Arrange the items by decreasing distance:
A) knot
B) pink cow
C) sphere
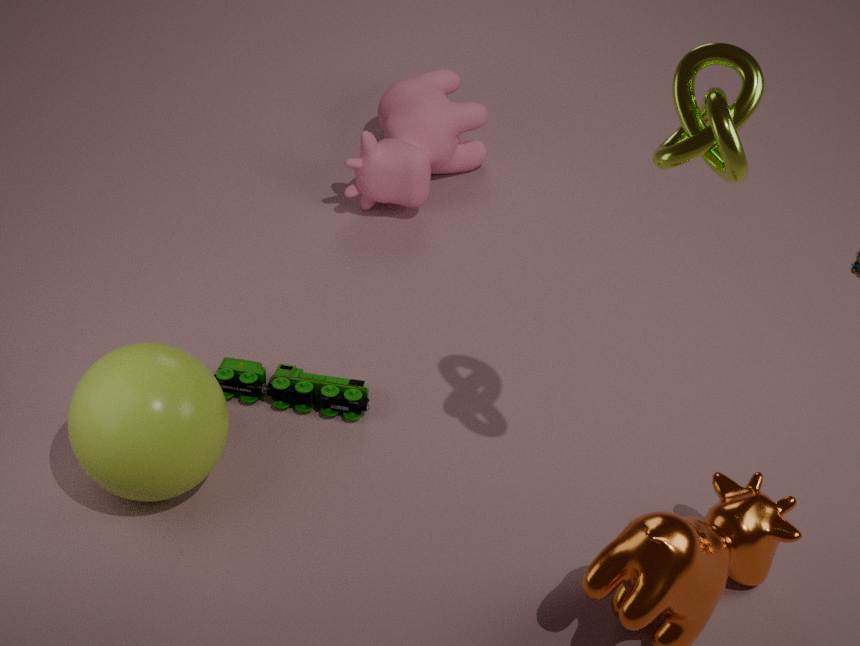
B
C
A
